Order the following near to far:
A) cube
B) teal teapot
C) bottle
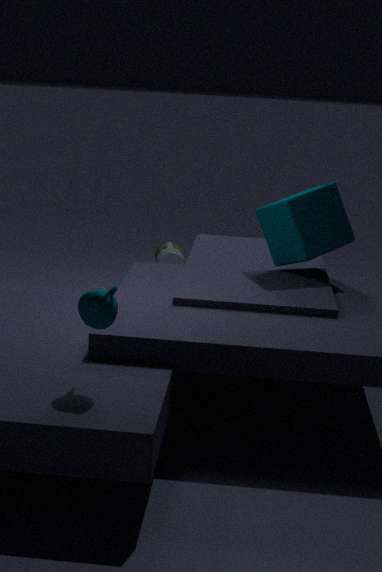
teal teapot
cube
bottle
